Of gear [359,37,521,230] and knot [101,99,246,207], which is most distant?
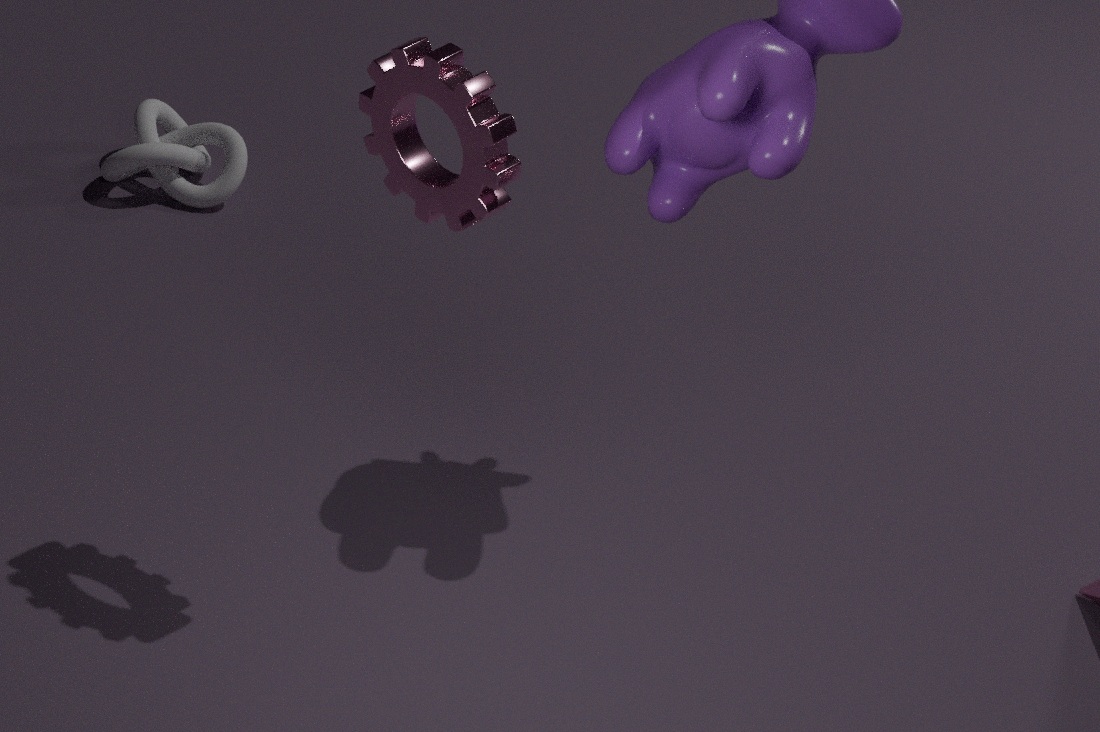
knot [101,99,246,207]
